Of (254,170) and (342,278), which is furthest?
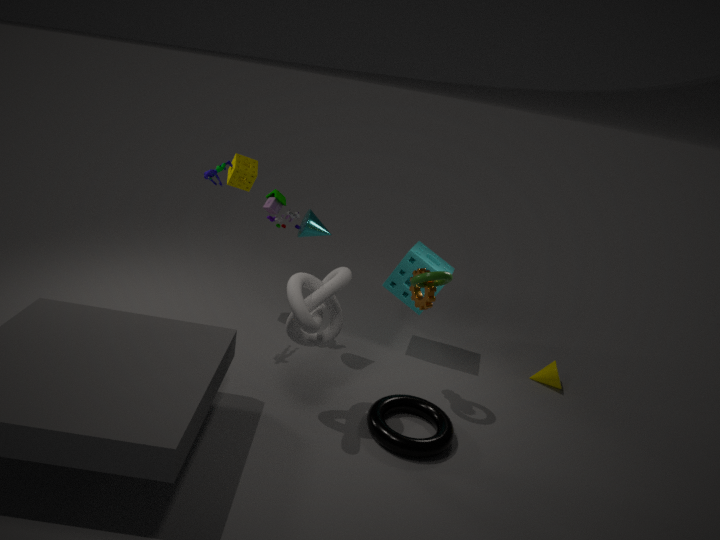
(254,170)
